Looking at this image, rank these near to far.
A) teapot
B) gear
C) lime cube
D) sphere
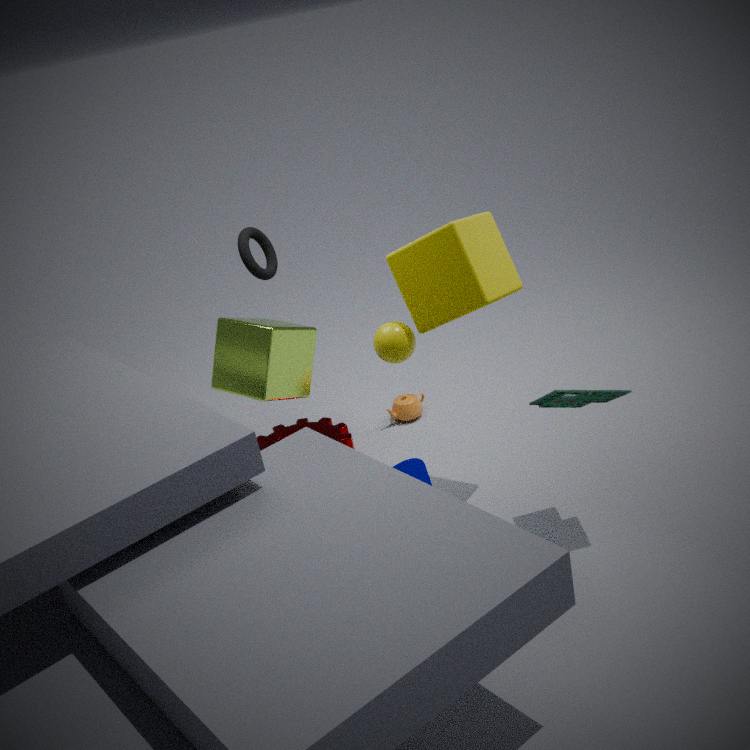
sphere < lime cube < gear < teapot
